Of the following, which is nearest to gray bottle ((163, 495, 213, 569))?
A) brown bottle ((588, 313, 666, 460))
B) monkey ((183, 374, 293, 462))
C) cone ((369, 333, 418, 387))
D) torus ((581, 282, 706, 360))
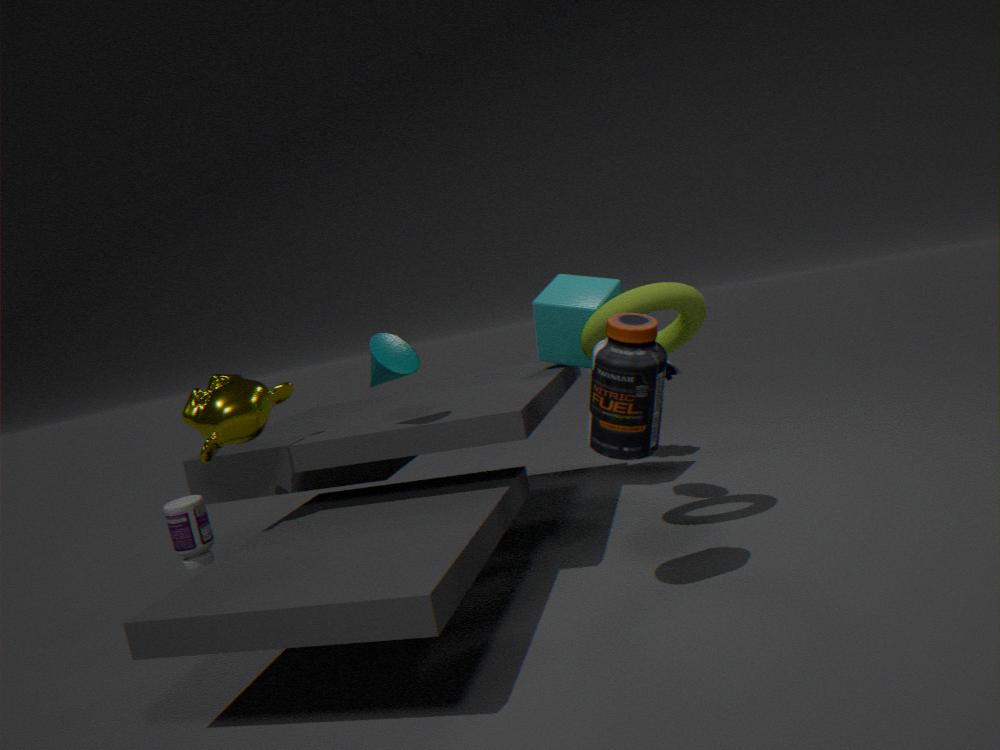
monkey ((183, 374, 293, 462))
